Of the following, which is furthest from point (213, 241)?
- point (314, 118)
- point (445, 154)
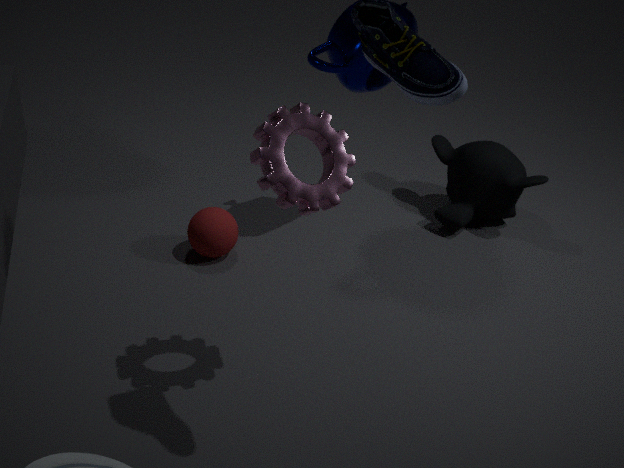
point (445, 154)
